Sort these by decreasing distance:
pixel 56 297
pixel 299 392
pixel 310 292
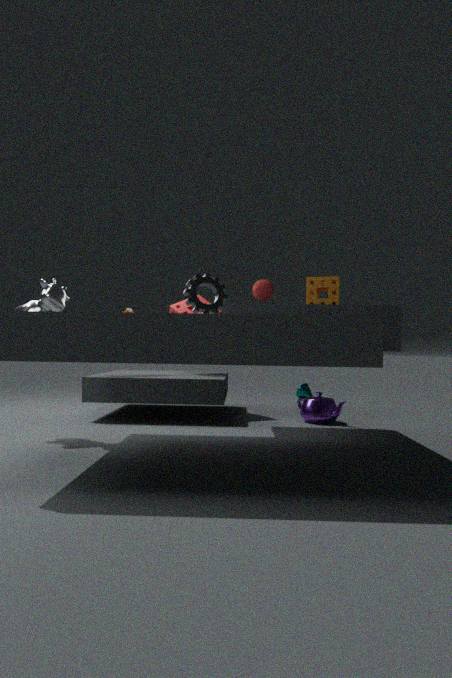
pixel 299 392, pixel 56 297, pixel 310 292
